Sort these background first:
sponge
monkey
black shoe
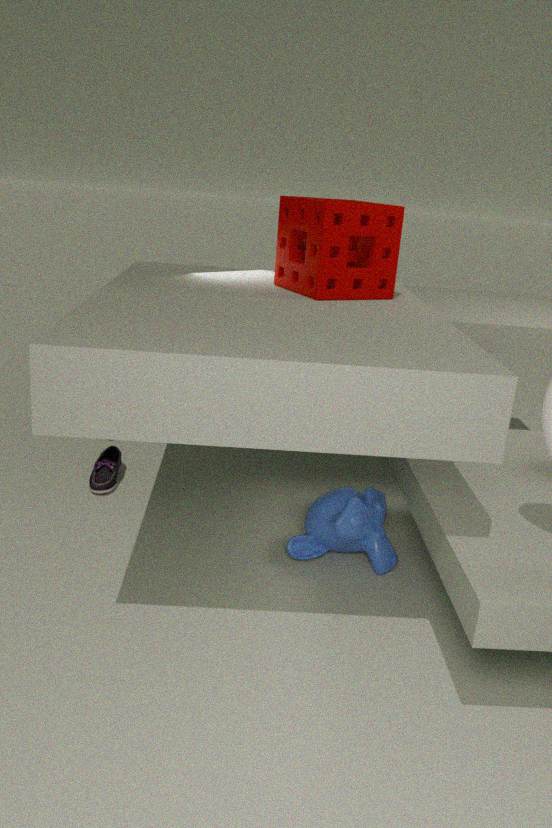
black shoe → monkey → sponge
